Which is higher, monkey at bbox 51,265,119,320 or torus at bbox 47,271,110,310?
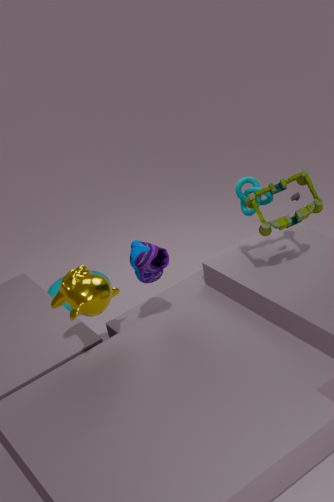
monkey at bbox 51,265,119,320
